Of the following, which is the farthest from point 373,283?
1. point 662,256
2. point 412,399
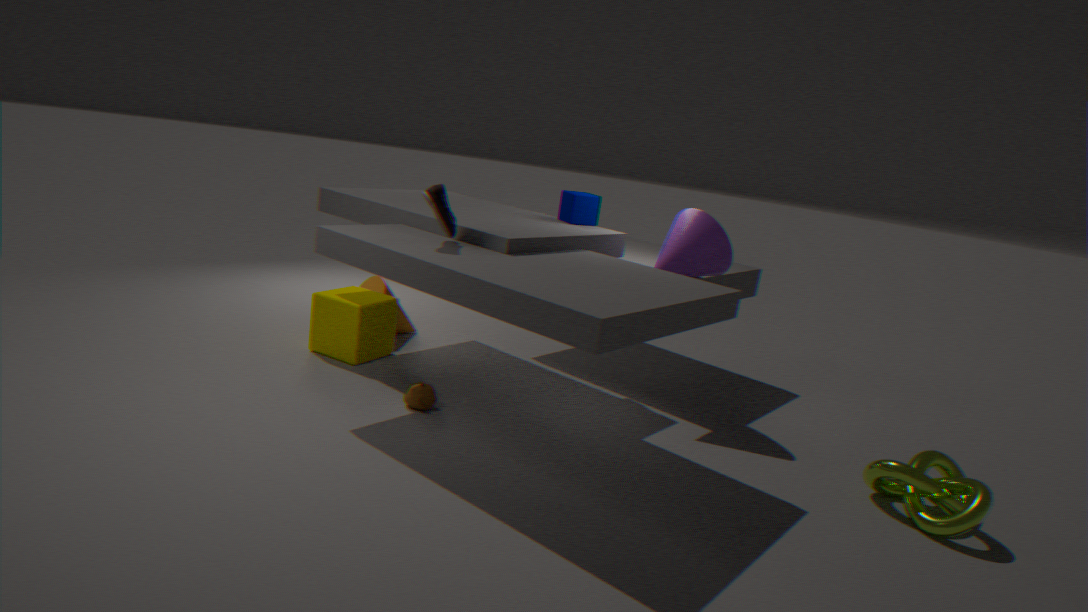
point 662,256
